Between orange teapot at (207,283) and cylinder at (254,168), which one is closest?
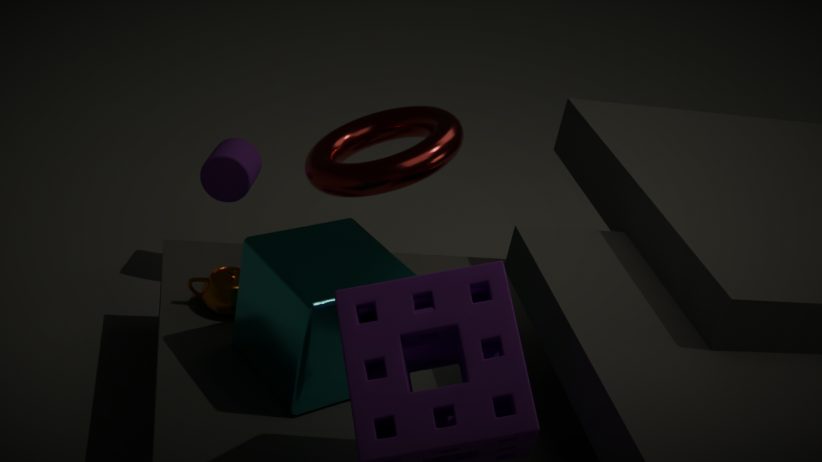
orange teapot at (207,283)
